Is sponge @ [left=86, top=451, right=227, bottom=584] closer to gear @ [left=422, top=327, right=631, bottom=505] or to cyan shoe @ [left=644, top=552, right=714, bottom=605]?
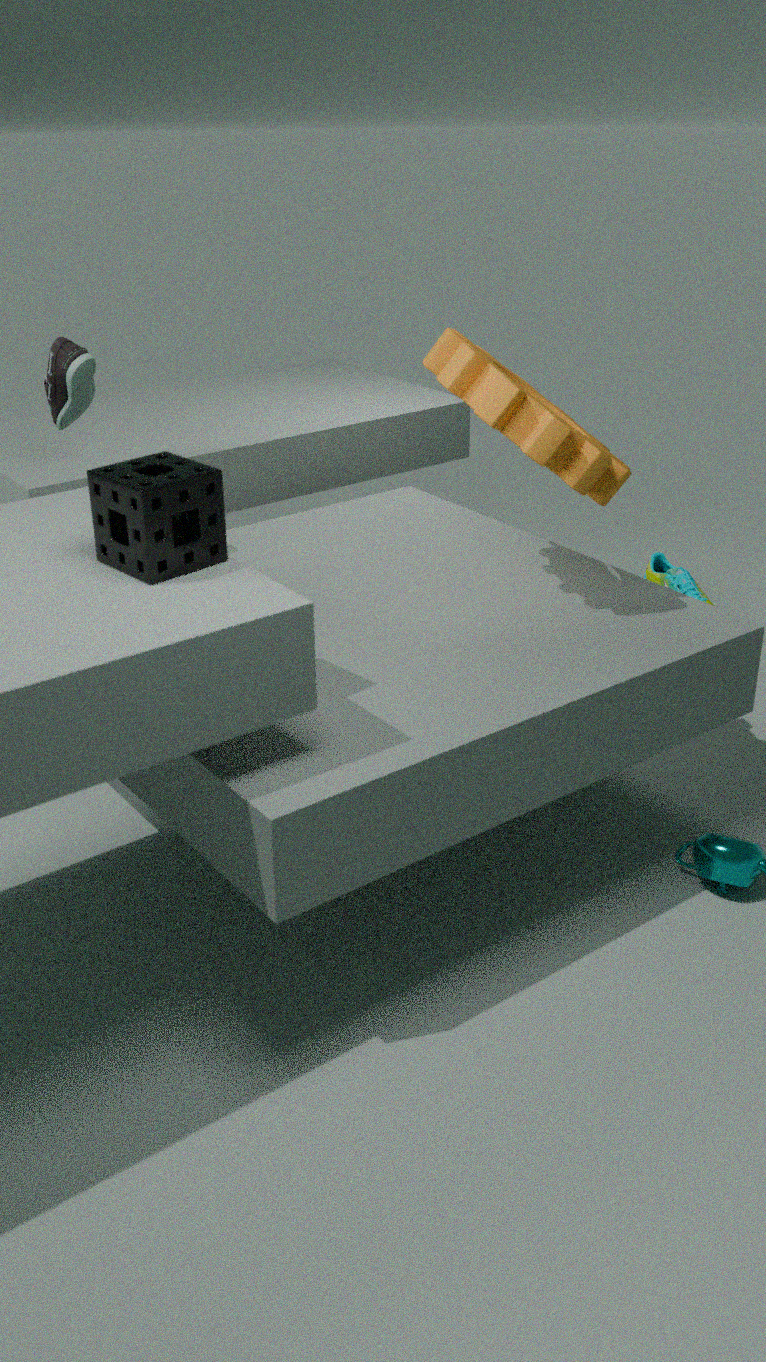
gear @ [left=422, top=327, right=631, bottom=505]
